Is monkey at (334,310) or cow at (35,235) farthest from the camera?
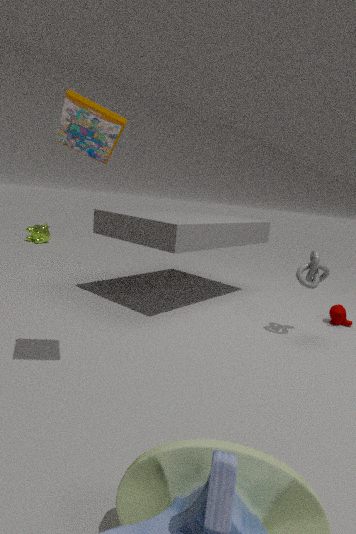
cow at (35,235)
